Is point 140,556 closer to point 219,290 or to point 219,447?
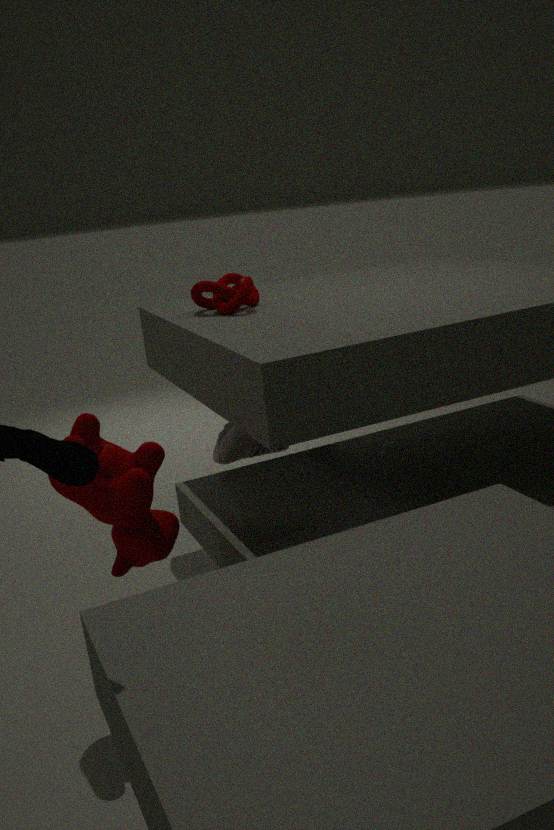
point 219,447
